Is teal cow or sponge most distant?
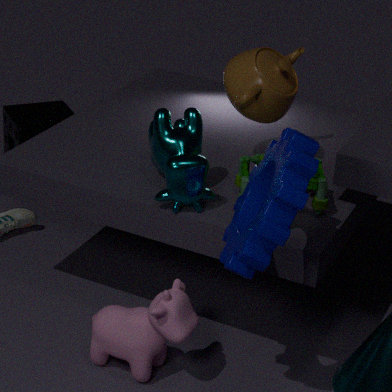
sponge
